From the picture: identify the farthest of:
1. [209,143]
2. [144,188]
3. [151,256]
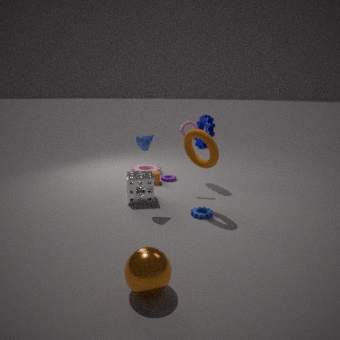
[144,188]
